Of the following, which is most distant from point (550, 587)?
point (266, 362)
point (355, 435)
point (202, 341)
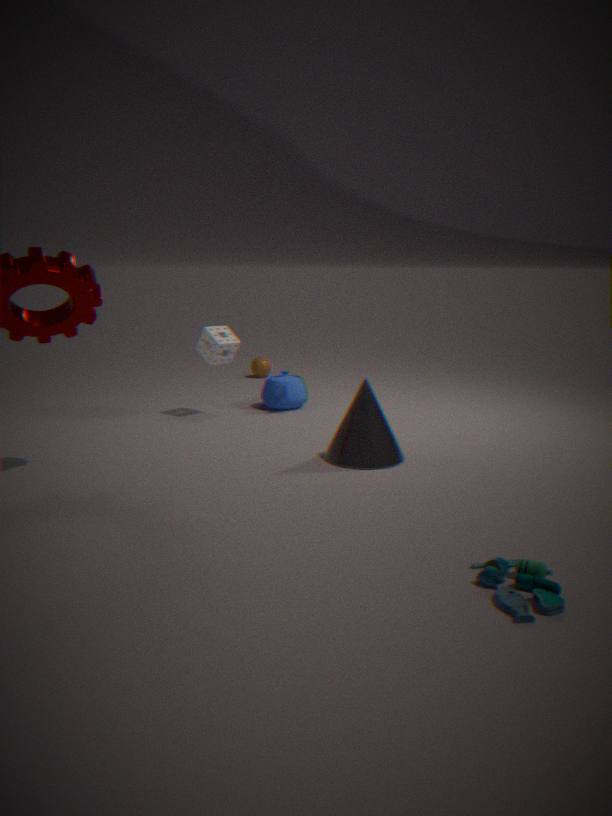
point (266, 362)
